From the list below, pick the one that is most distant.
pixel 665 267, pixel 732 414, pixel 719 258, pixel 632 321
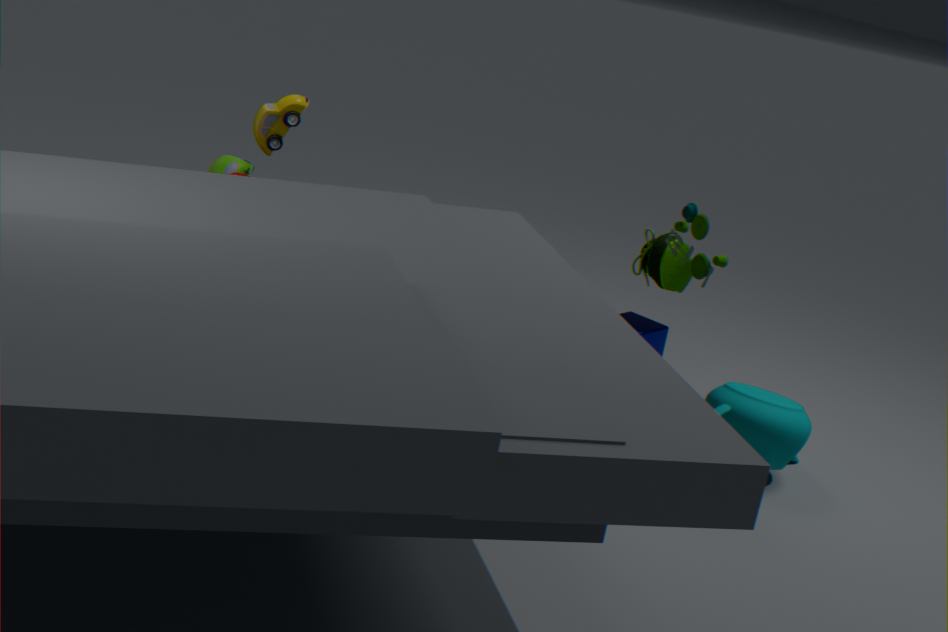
pixel 632 321
